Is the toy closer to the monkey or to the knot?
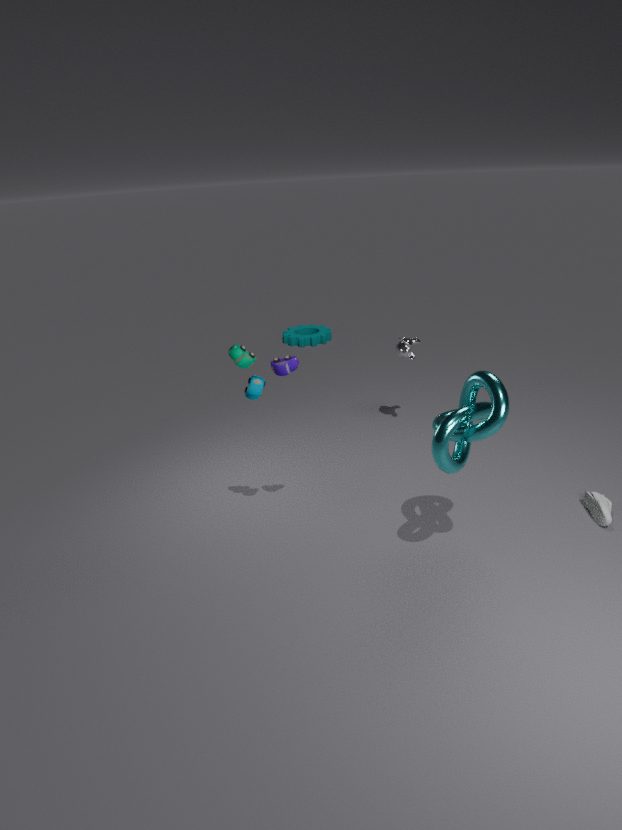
the knot
